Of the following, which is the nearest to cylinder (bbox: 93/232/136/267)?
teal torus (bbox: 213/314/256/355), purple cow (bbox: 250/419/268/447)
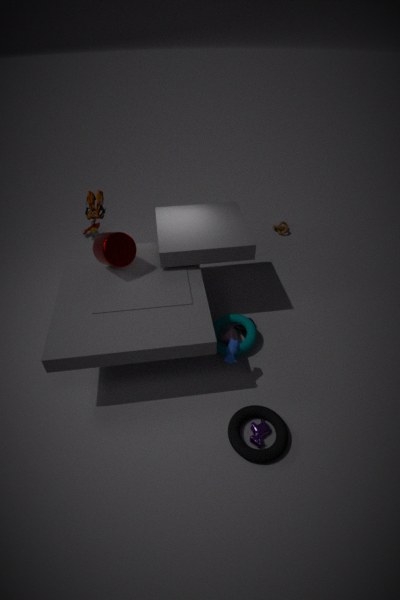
teal torus (bbox: 213/314/256/355)
